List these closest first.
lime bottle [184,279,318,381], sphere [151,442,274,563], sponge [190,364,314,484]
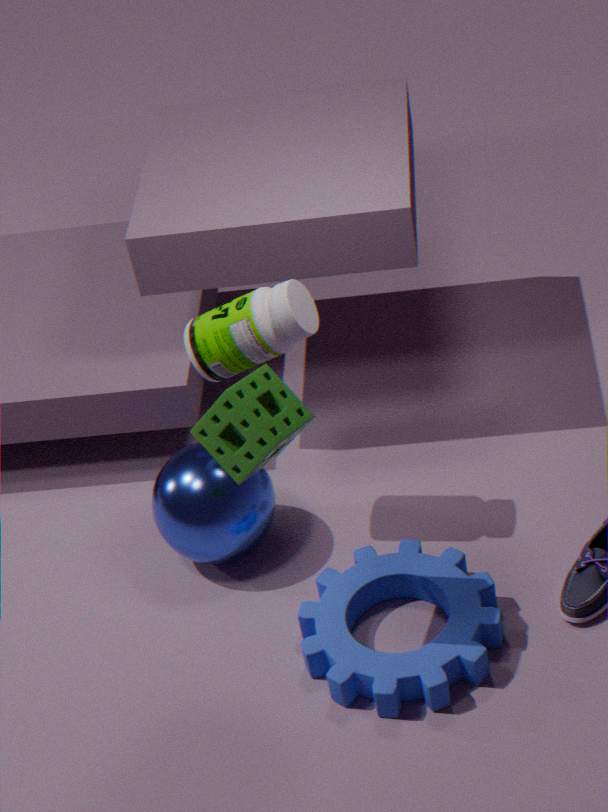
1. sponge [190,364,314,484]
2. lime bottle [184,279,318,381]
3. sphere [151,442,274,563]
